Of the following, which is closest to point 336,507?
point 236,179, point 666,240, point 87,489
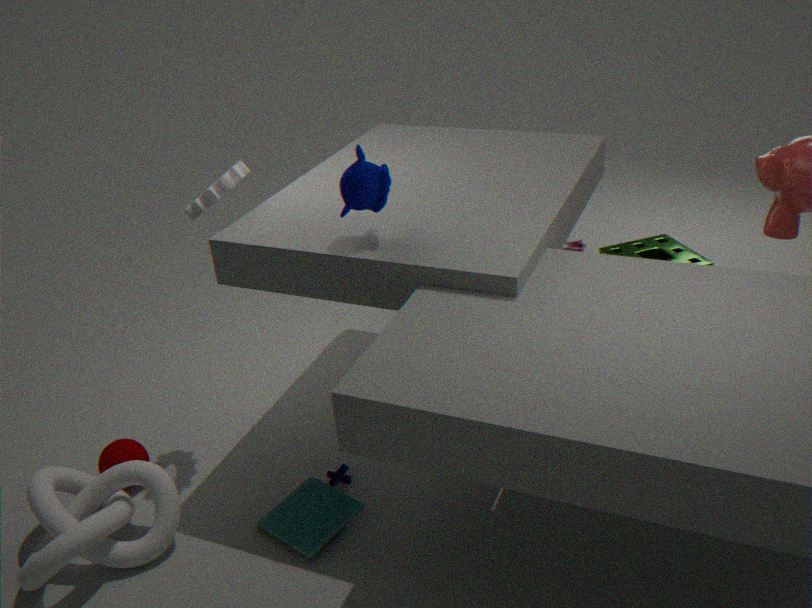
point 87,489
